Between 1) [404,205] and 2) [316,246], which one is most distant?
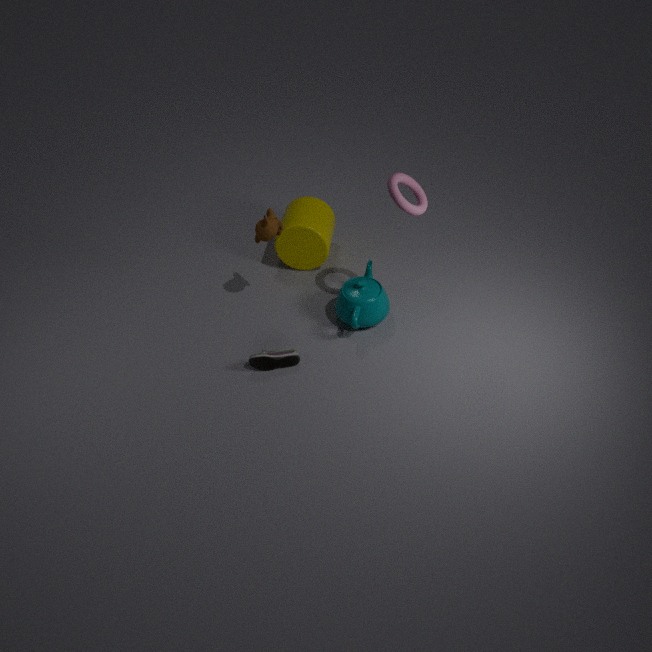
2. [316,246]
